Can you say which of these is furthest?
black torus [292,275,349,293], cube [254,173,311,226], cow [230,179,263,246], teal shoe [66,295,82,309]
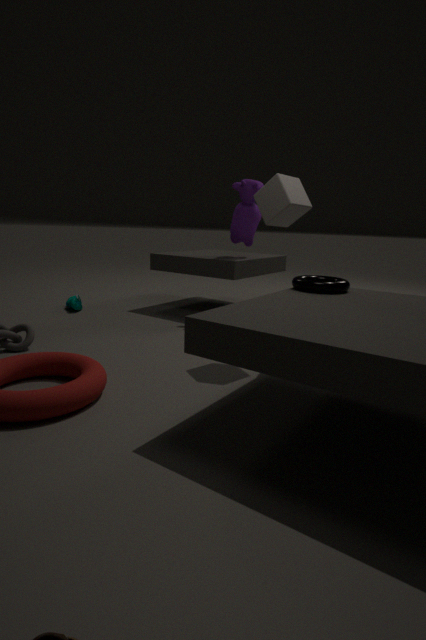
teal shoe [66,295,82,309]
